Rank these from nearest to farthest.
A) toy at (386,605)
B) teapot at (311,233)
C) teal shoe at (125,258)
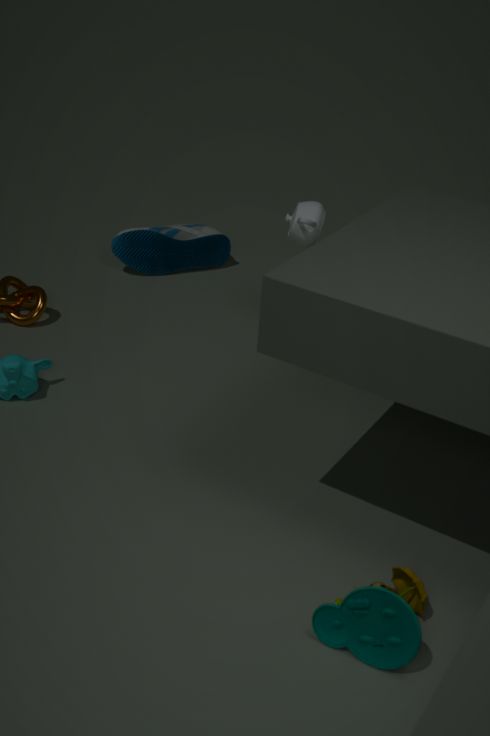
1. toy at (386,605)
2. teapot at (311,233)
3. teal shoe at (125,258)
